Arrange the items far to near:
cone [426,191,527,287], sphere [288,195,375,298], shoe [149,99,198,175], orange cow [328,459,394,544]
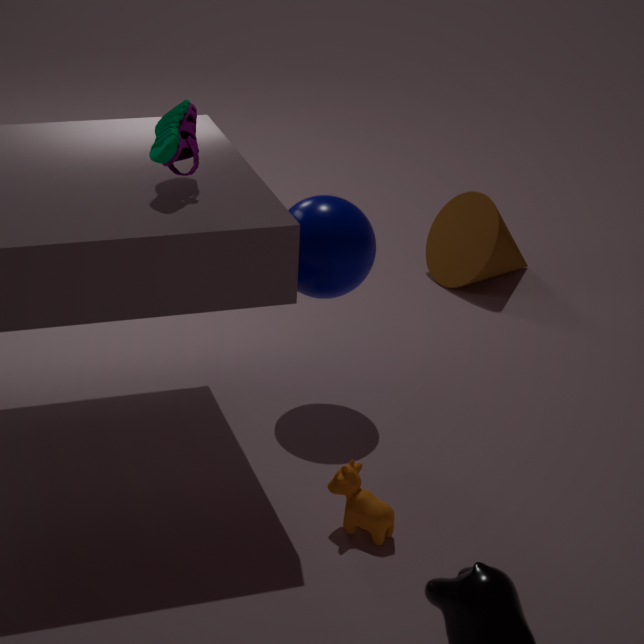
cone [426,191,527,287] < sphere [288,195,375,298] < orange cow [328,459,394,544] < shoe [149,99,198,175]
